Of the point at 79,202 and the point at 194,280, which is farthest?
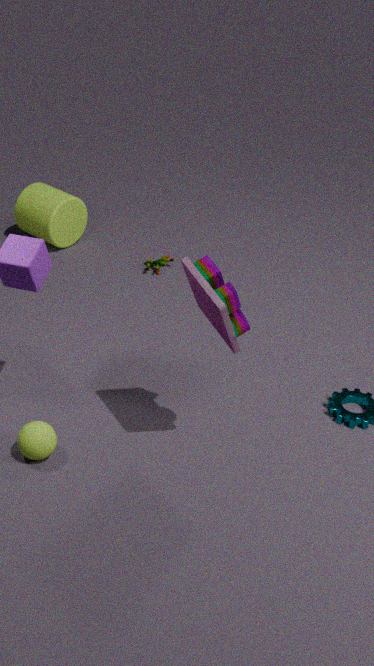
the point at 79,202
